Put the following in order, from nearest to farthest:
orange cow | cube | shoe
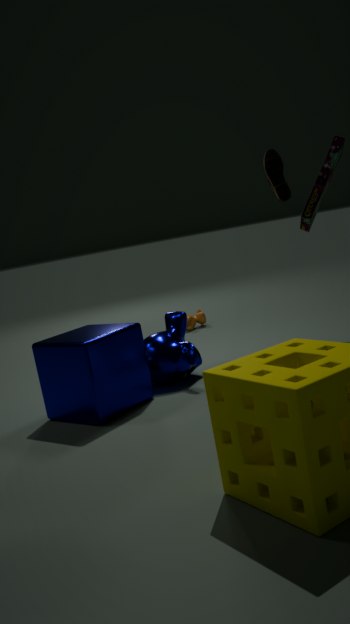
cube → shoe → orange cow
